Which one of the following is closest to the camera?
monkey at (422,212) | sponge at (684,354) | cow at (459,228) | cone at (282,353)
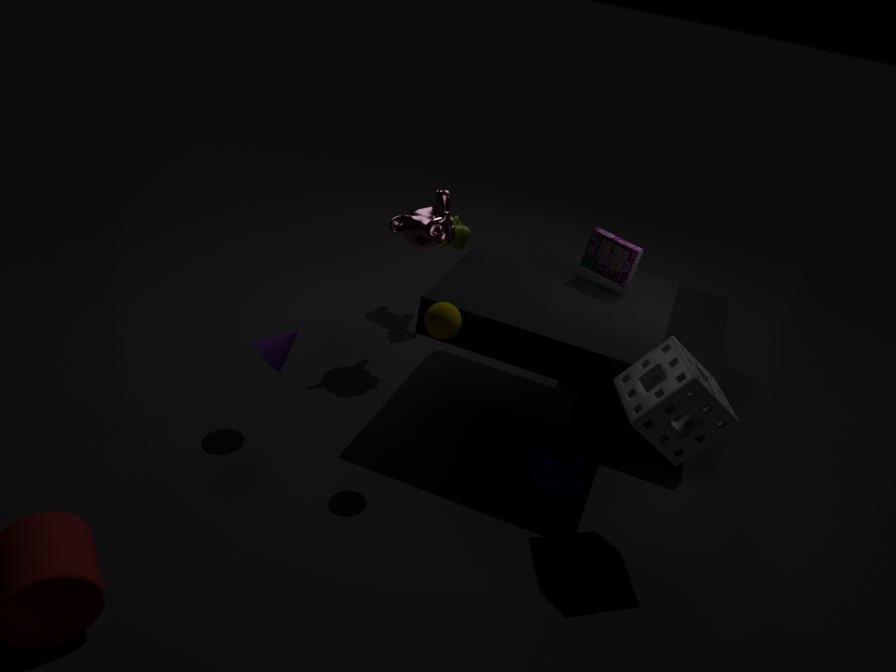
sponge at (684,354)
